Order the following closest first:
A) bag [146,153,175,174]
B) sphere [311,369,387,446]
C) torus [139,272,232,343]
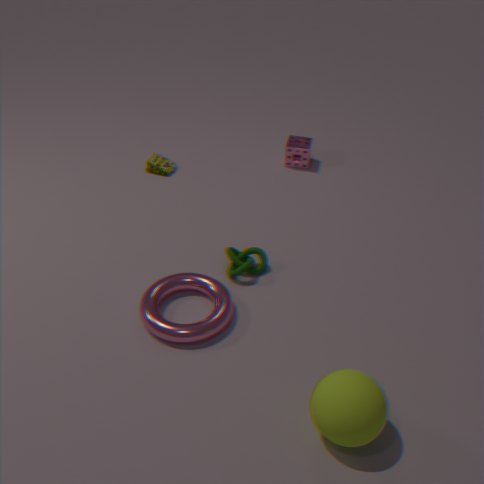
1. sphere [311,369,387,446]
2. torus [139,272,232,343]
3. bag [146,153,175,174]
